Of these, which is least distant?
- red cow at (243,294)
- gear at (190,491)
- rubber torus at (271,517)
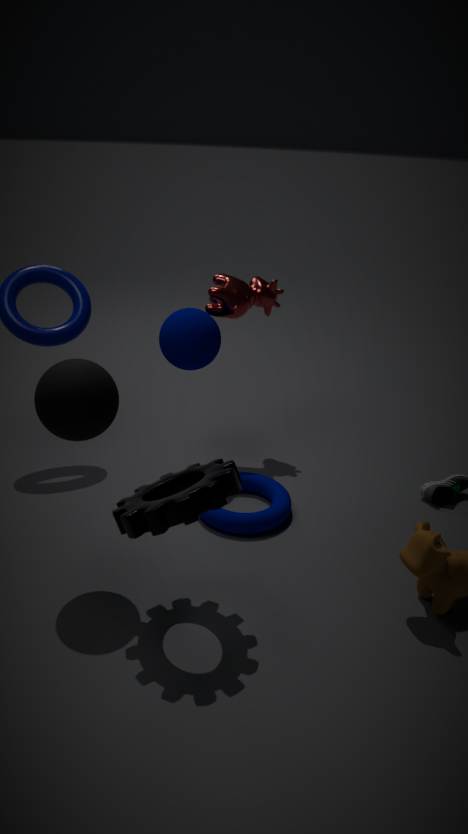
gear at (190,491)
